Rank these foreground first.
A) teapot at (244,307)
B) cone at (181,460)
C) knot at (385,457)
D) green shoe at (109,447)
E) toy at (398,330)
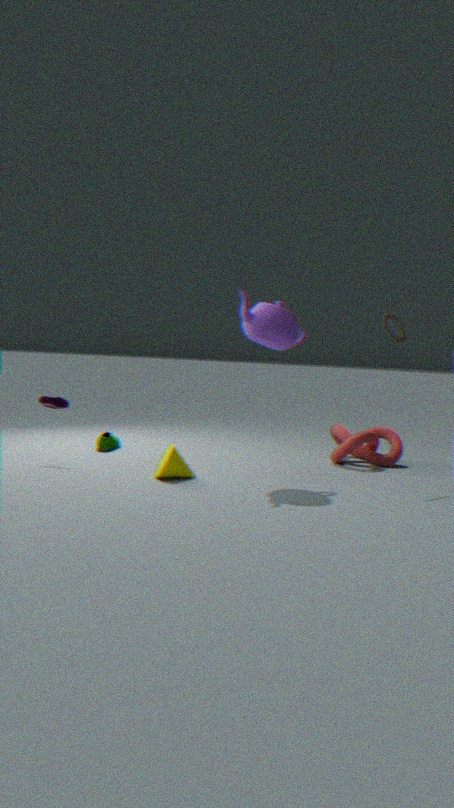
cone at (181,460), teapot at (244,307), toy at (398,330), knot at (385,457), green shoe at (109,447)
